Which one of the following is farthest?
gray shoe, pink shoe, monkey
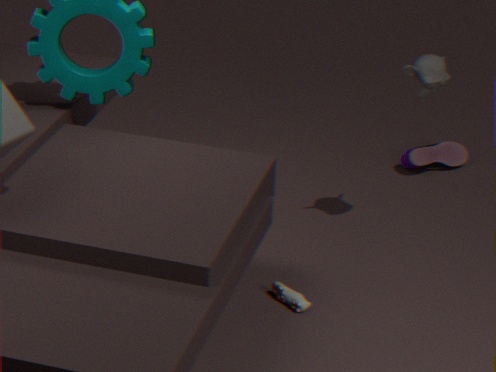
pink shoe
